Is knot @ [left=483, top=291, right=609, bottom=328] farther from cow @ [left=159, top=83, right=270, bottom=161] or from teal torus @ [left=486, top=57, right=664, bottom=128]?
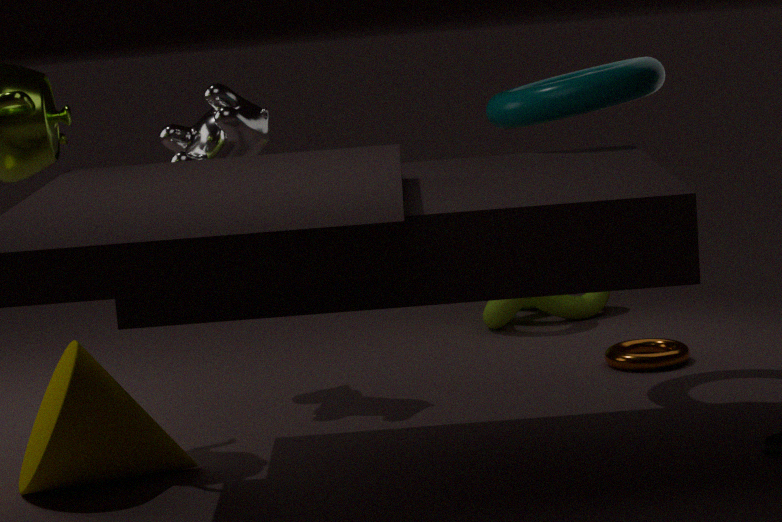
cow @ [left=159, top=83, right=270, bottom=161]
